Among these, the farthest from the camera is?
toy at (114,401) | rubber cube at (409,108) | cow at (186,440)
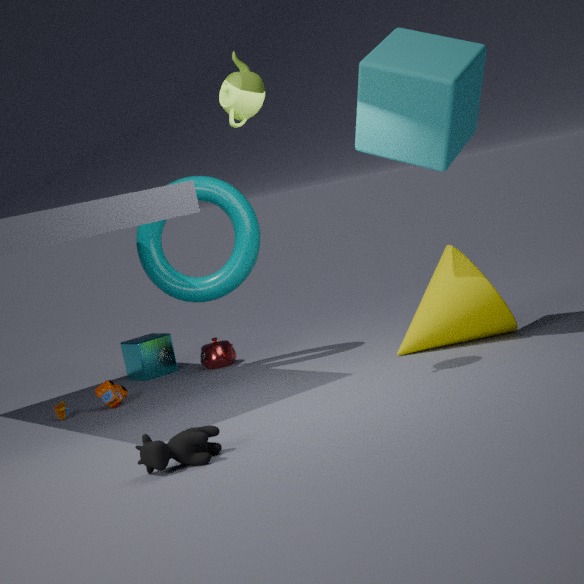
toy at (114,401)
